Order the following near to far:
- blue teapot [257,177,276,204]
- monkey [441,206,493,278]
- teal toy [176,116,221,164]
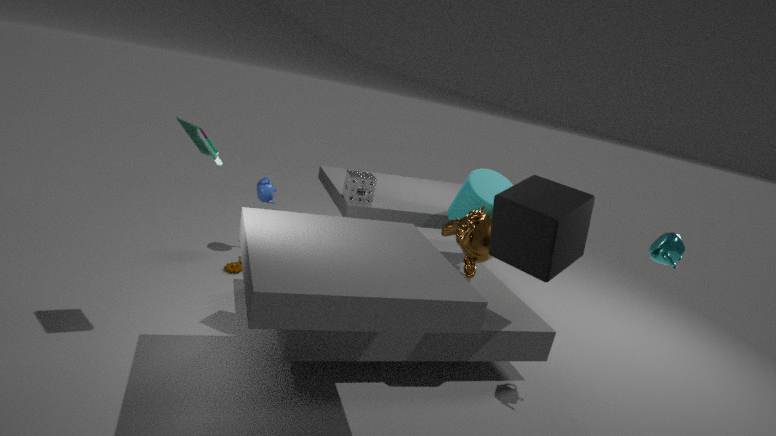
teal toy [176,116,221,164], monkey [441,206,493,278], blue teapot [257,177,276,204]
